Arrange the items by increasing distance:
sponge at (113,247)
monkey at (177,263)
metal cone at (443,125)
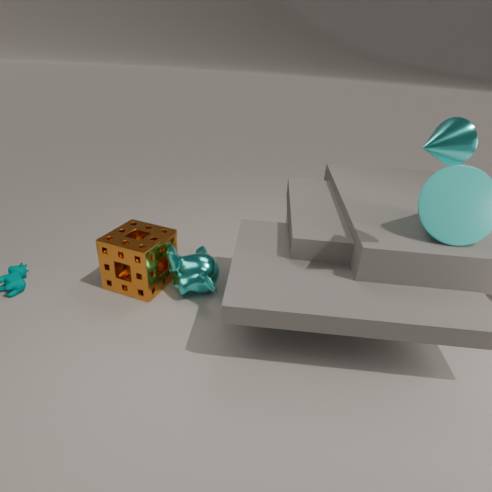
1. metal cone at (443,125)
2. sponge at (113,247)
3. monkey at (177,263)
